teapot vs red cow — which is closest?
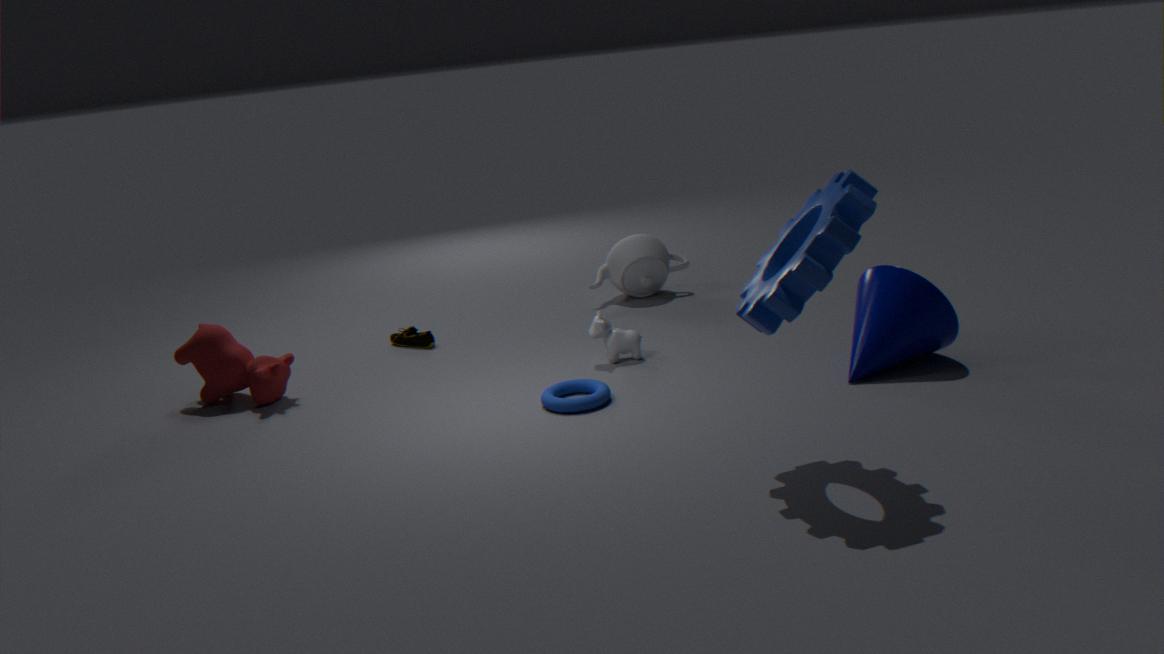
red cow
